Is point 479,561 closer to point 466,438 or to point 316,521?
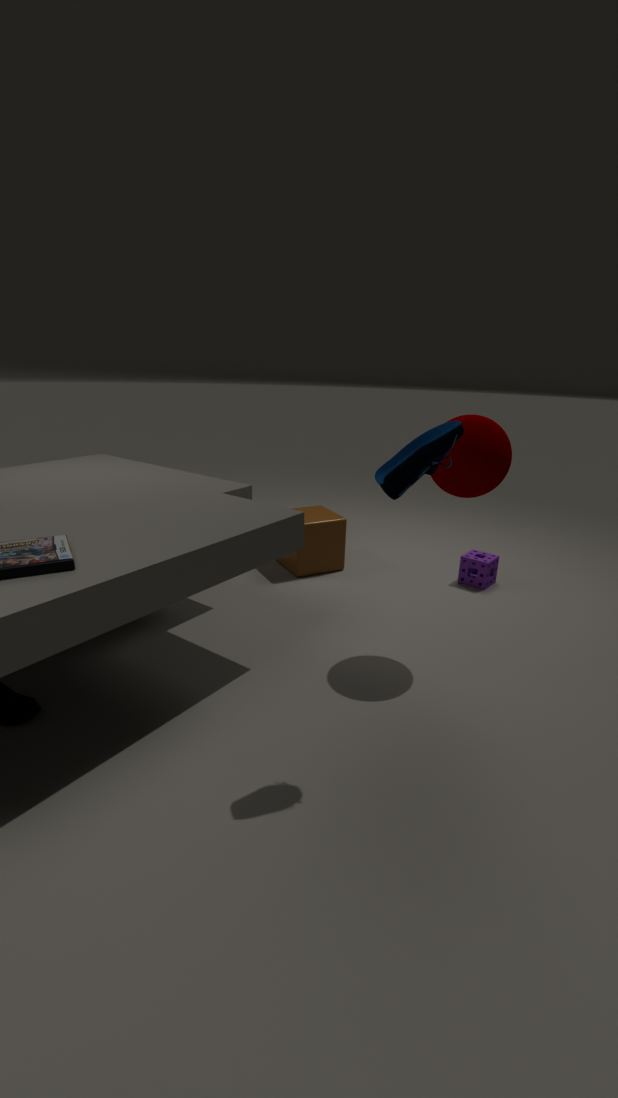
point 316,521
